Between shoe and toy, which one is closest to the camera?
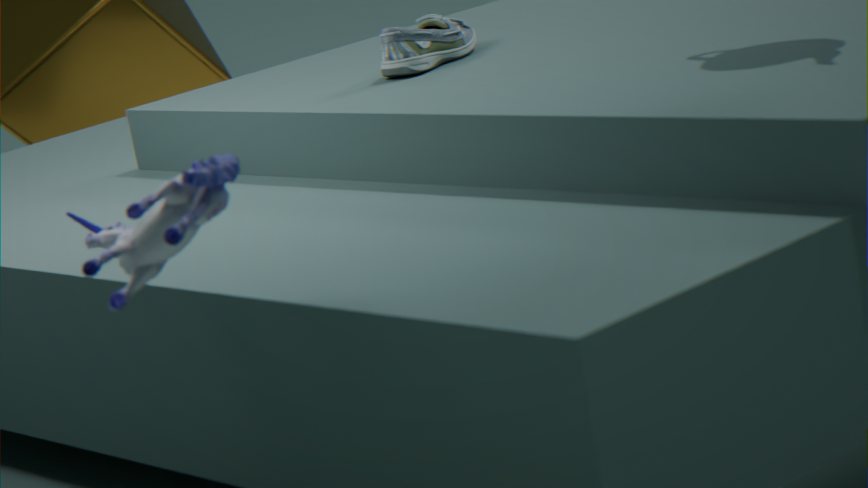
toy
